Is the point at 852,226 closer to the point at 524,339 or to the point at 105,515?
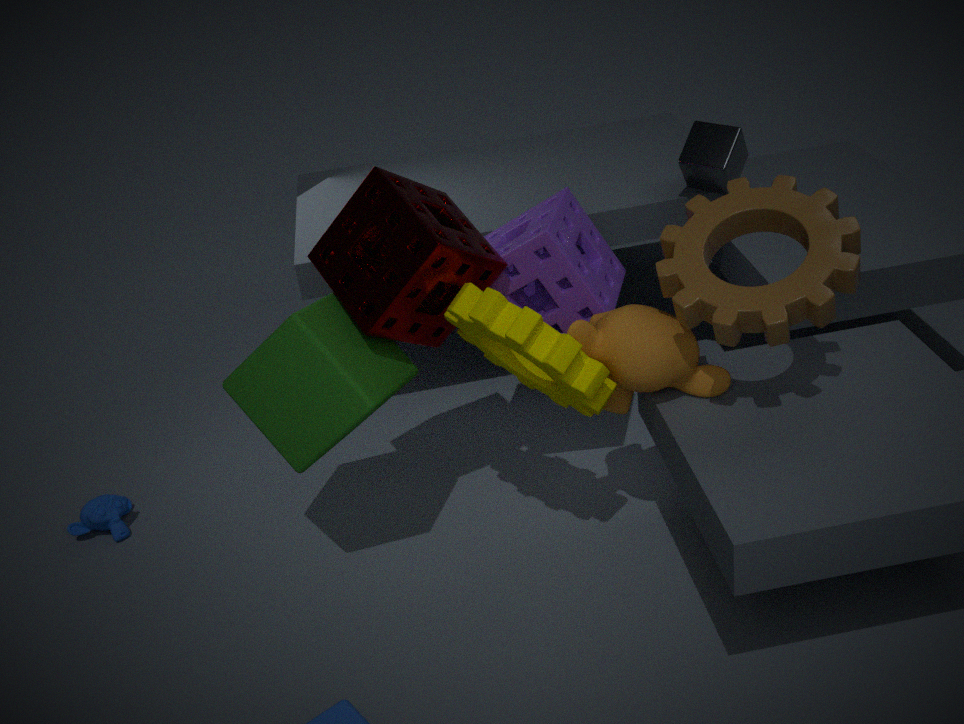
the point at 524,339
